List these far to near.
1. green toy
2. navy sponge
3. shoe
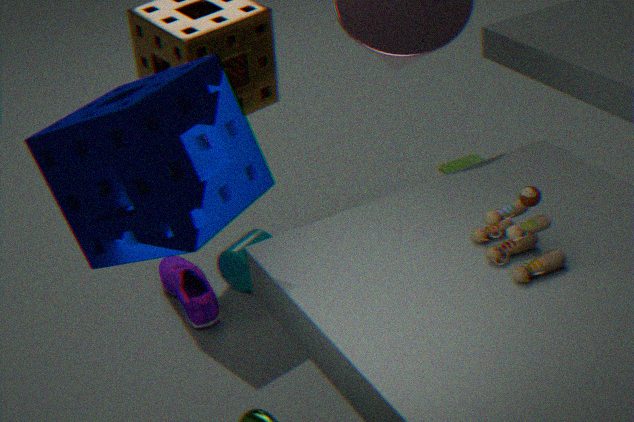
green toy, shoe, navy sponge
